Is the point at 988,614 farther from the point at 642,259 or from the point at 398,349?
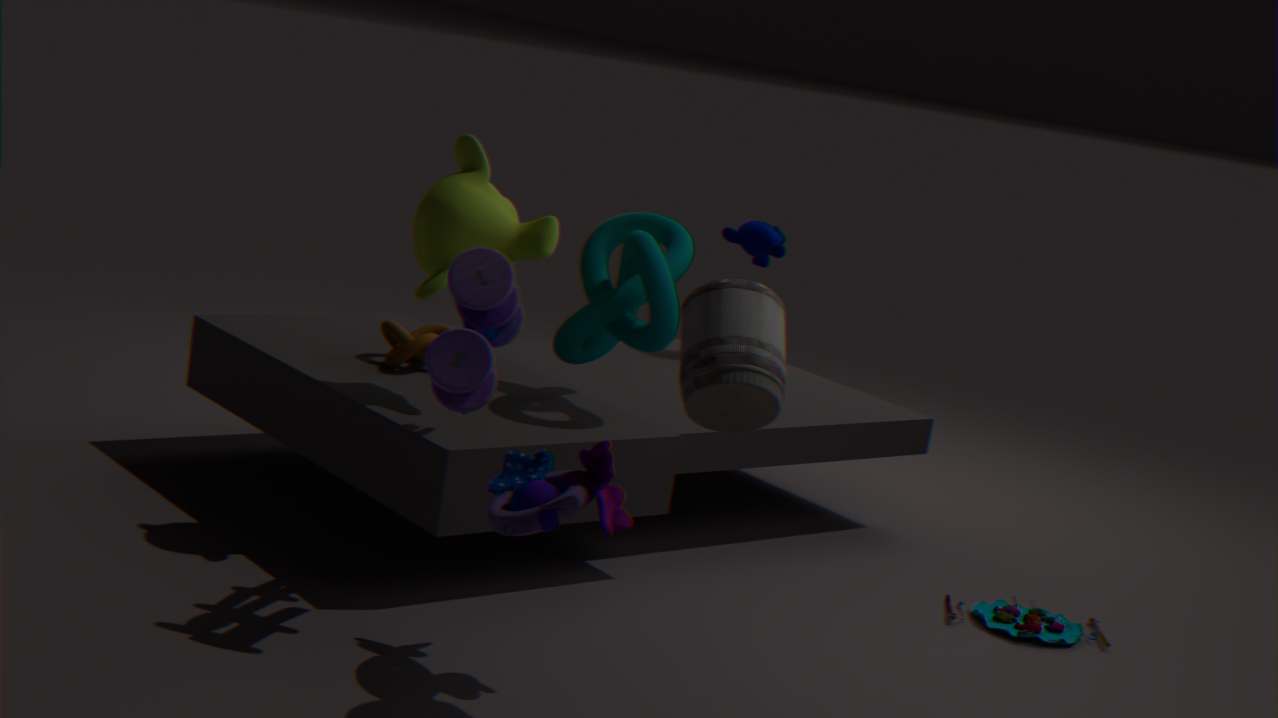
the point at 398,349
